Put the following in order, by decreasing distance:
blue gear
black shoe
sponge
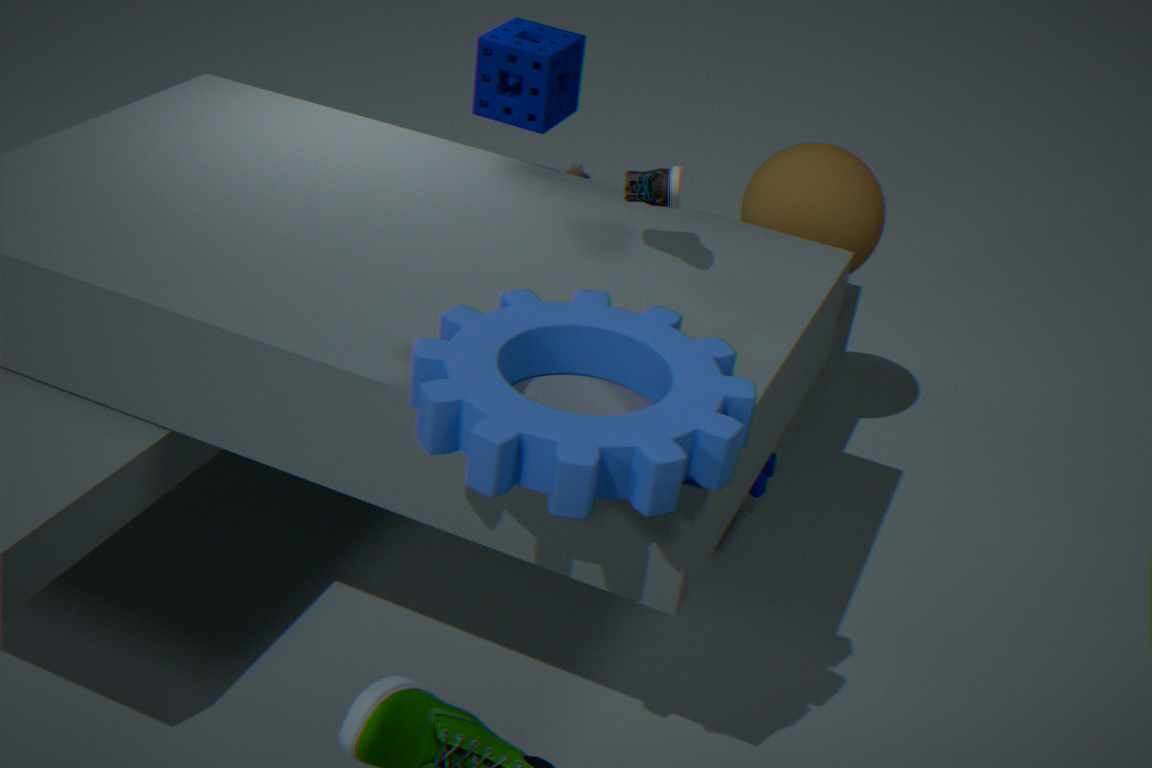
sponge < black shoe < blue gear
